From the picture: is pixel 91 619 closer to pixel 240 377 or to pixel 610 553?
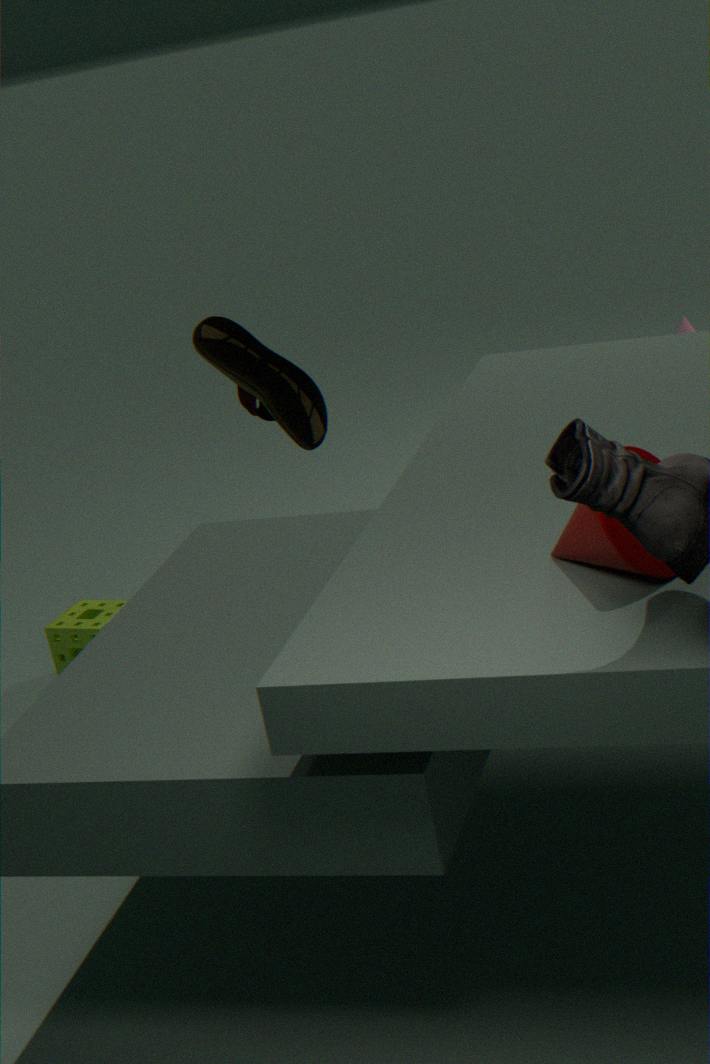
pixel 240 377
